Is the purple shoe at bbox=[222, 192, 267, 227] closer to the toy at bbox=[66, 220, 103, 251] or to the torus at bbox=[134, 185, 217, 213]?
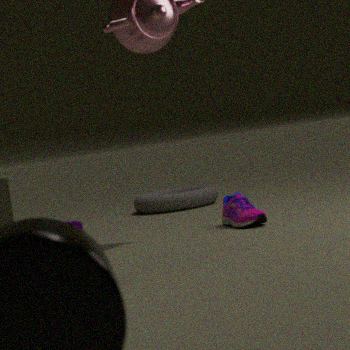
the torus at bbox=[134, 185, 217, 213]
